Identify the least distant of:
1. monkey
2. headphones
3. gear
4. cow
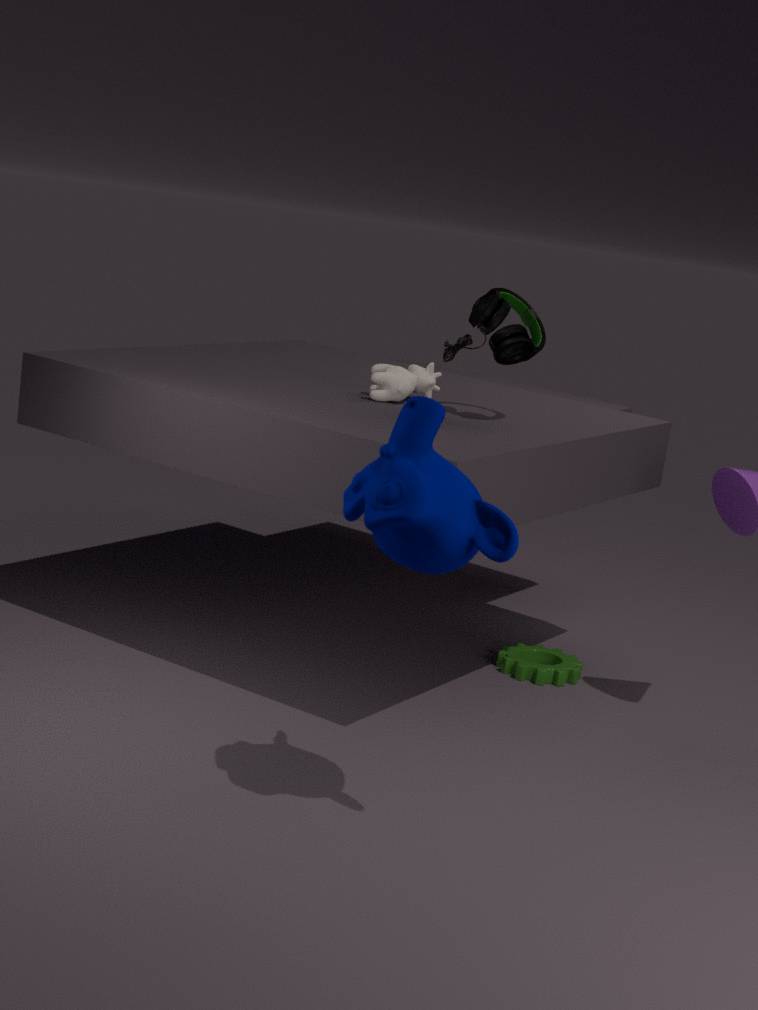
monkey
